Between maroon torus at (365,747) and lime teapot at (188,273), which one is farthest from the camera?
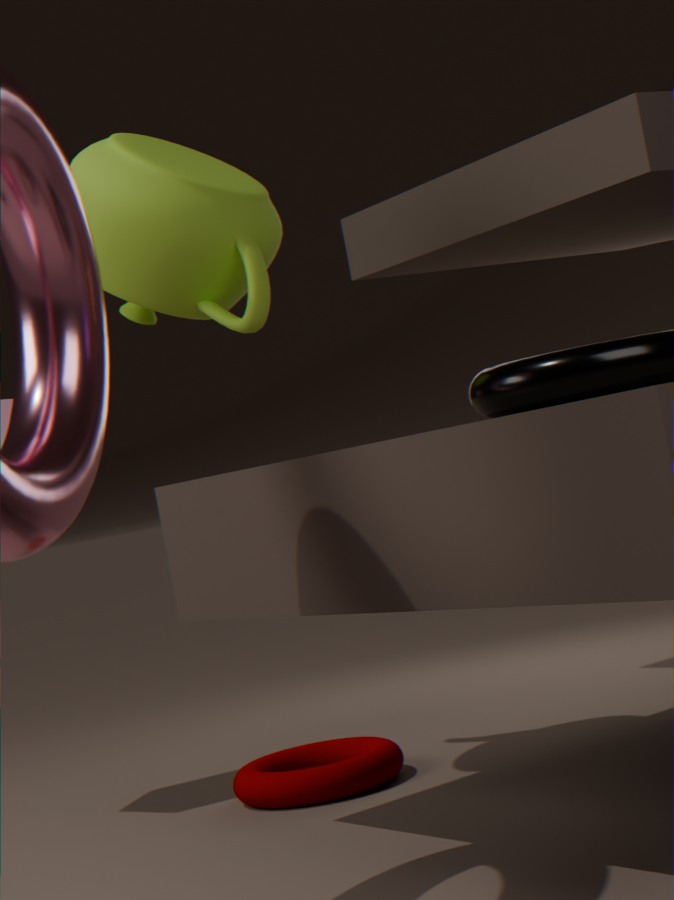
maroon torus at (365,747)
